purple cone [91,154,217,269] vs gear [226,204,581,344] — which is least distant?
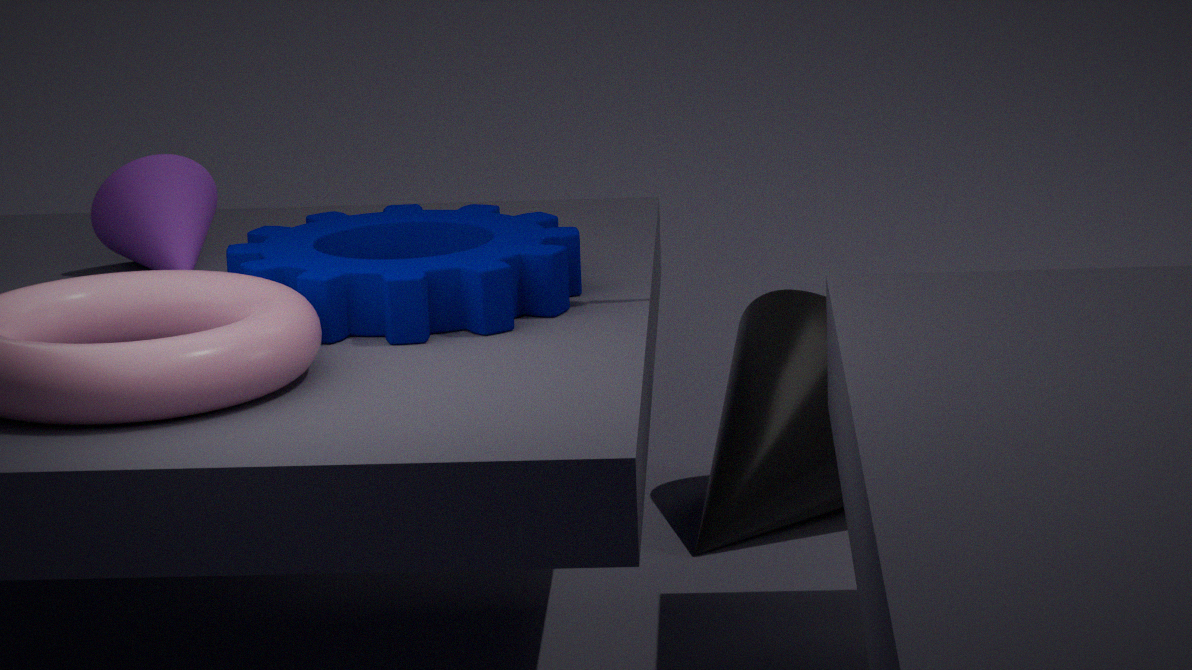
gear [226,204,581,344]
